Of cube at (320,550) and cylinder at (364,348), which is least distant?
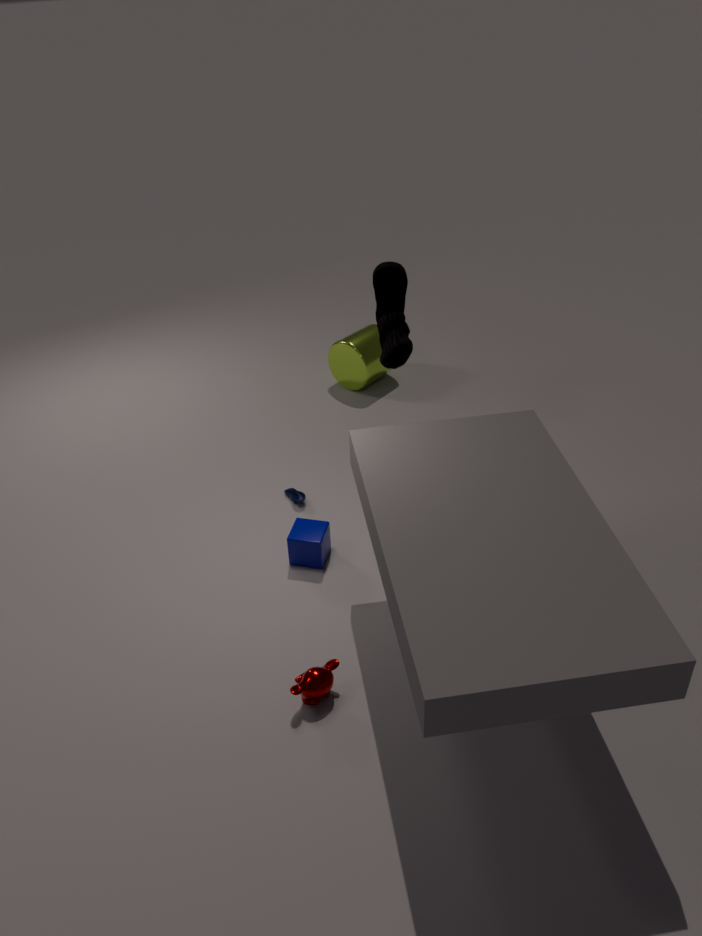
cube at (320,550)
